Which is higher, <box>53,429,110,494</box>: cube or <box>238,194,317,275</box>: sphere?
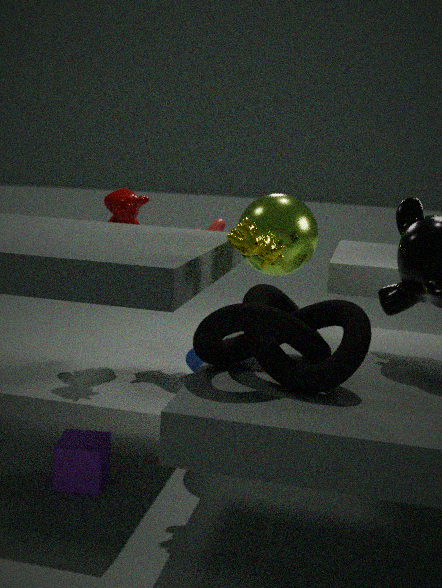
<box>238,194,317,275</box>: sphere
